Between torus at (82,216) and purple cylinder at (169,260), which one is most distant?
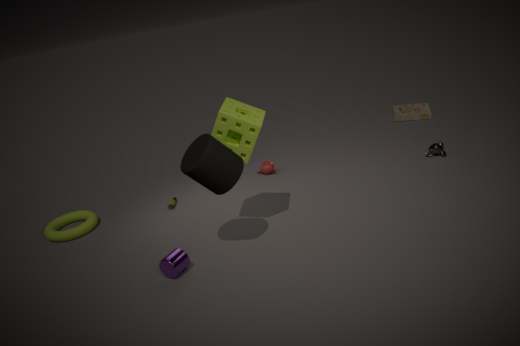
torus at (82,216)
